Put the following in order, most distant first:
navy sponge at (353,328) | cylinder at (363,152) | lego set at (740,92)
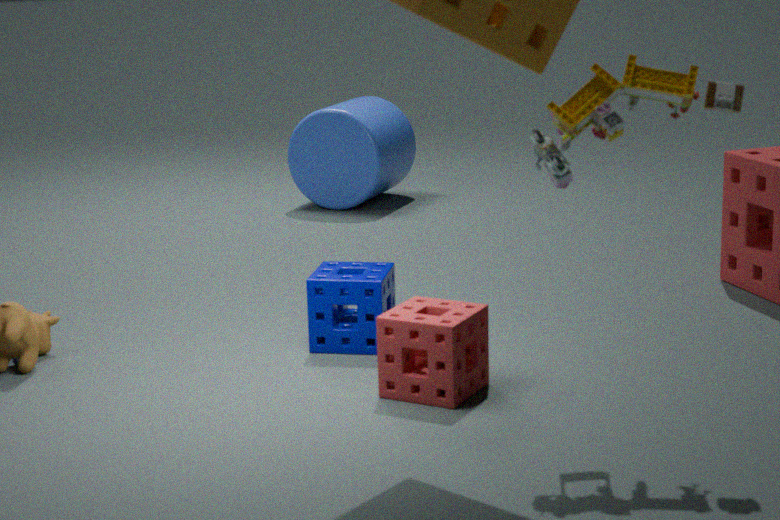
1. cylinder at (363,152)
2. navy sponge at (353,328)
3. lego set at (740,92)
